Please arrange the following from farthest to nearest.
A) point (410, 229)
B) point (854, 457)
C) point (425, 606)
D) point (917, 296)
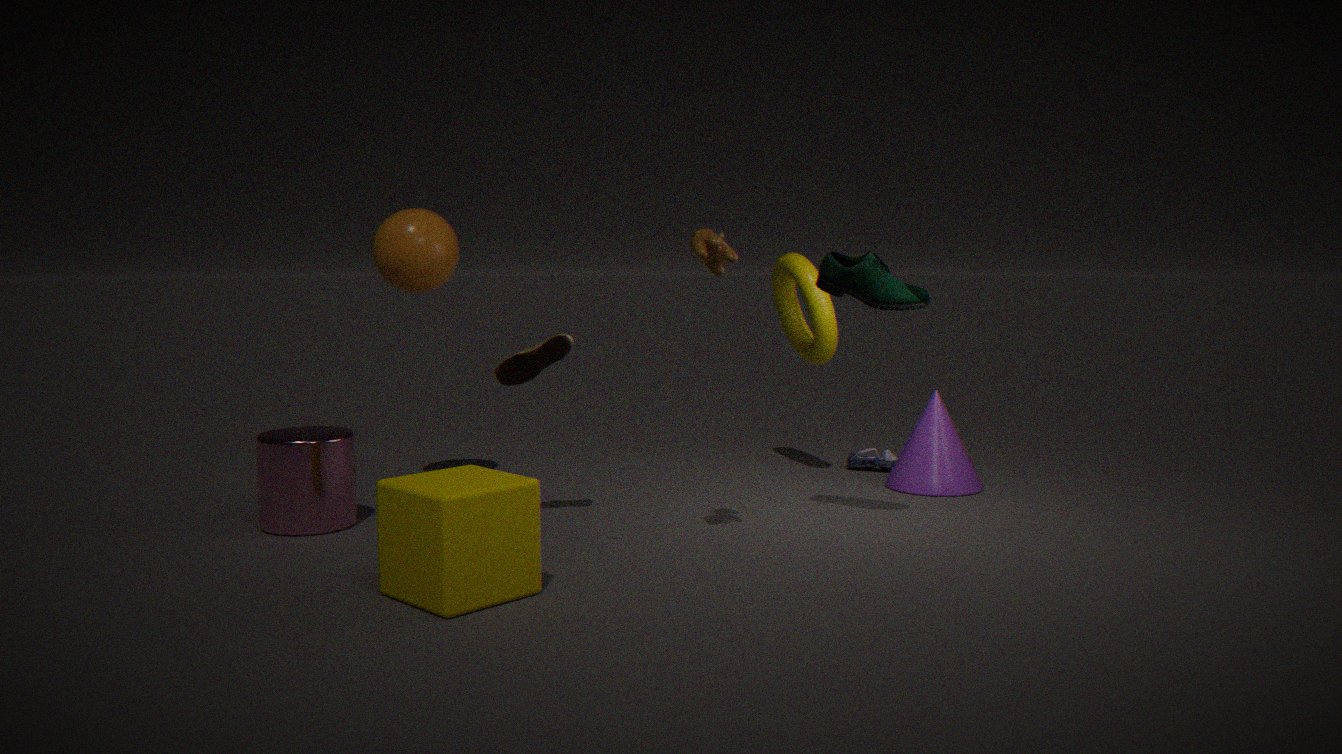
1. point (854, 457)
2. point (410, 229)
3. point (917, 296)
4. point (425, 606)
